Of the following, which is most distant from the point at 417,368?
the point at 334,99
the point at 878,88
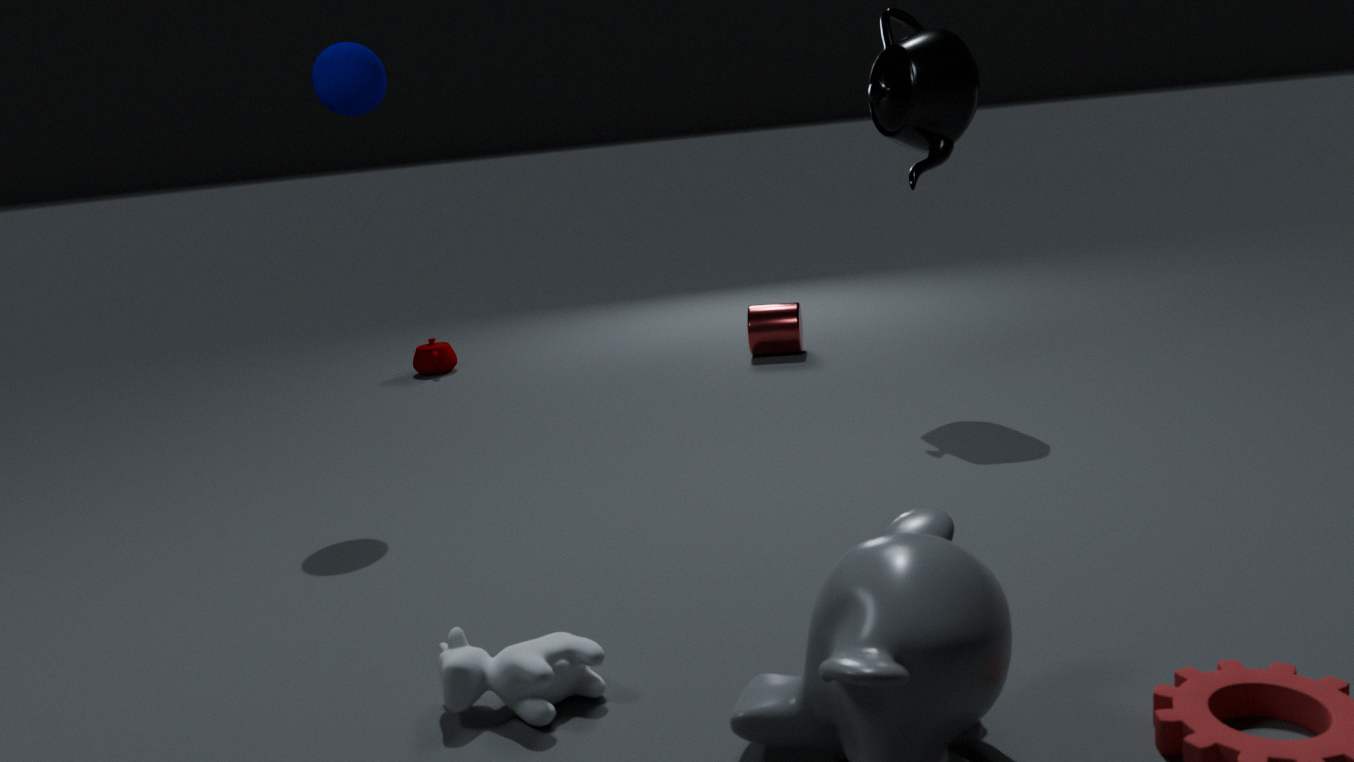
the point at 878,88
